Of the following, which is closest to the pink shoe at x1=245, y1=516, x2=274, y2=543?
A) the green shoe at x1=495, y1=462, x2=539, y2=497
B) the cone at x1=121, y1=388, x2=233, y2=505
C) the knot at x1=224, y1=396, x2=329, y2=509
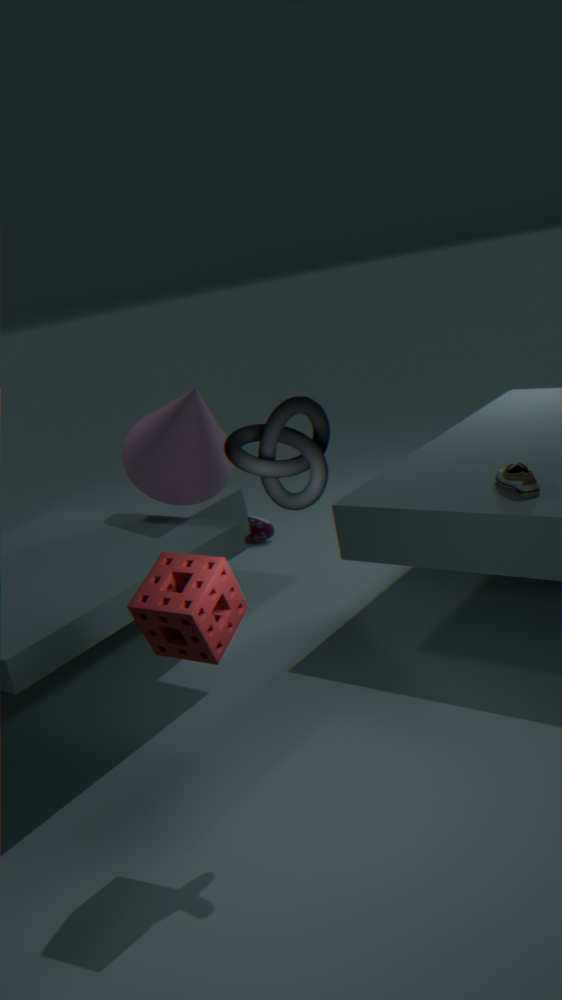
the cone at x1=121, y1=388, x2=233, y2=505
